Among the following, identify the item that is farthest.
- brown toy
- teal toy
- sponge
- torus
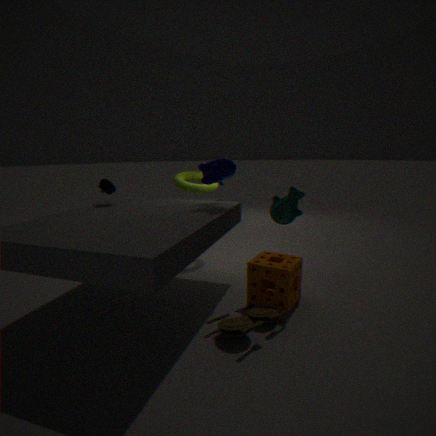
torus
